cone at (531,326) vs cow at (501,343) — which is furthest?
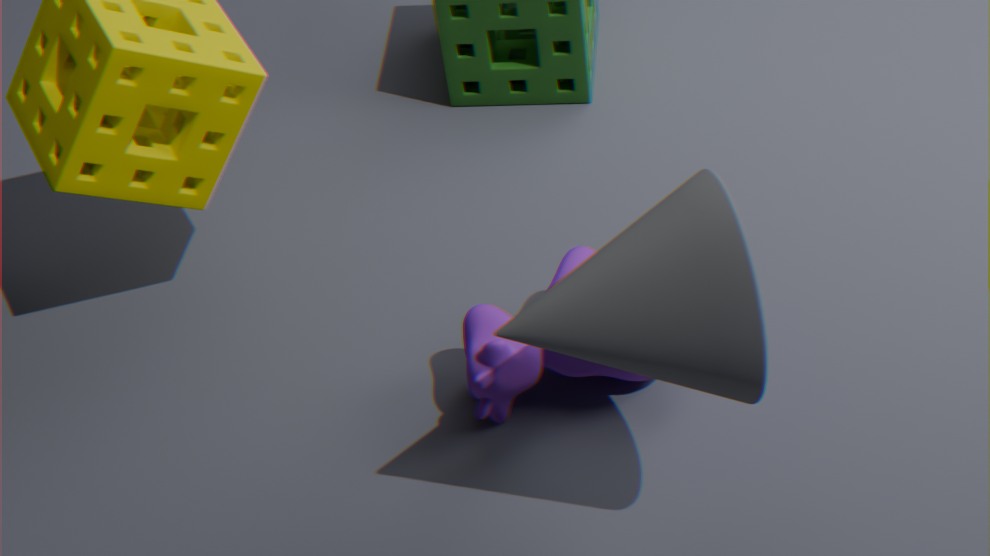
cow at (501,343)
